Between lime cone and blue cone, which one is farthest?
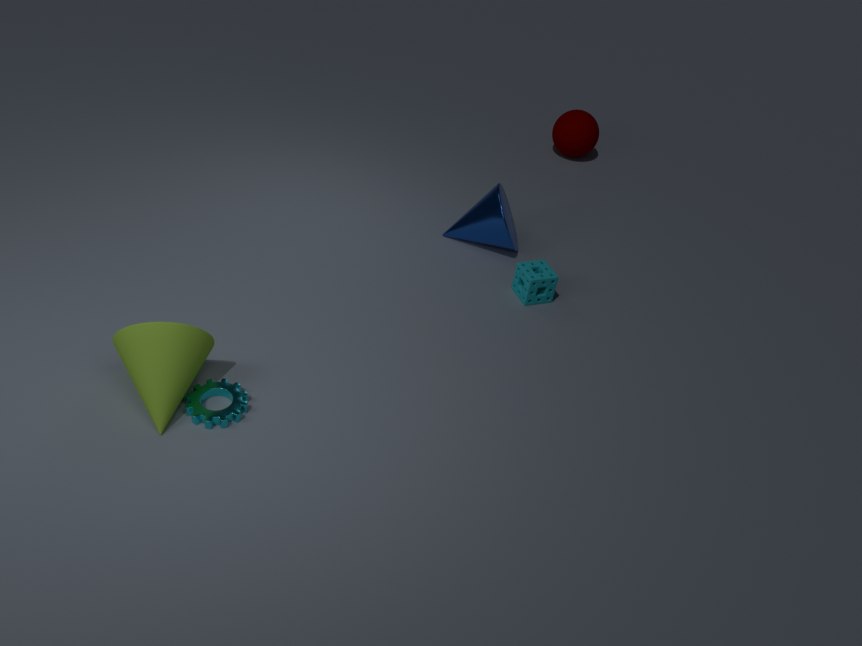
blue cone
